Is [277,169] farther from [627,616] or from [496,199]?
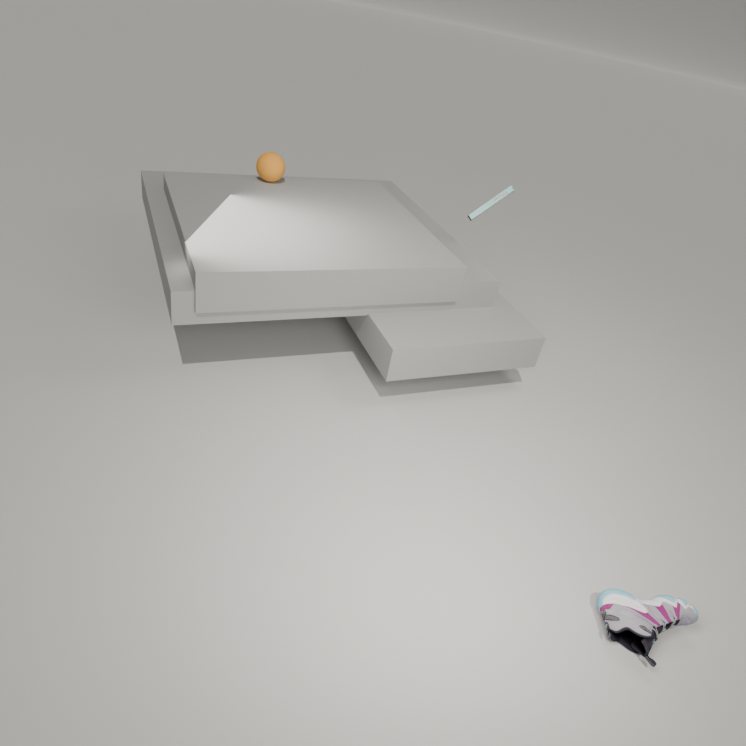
[627,616]
